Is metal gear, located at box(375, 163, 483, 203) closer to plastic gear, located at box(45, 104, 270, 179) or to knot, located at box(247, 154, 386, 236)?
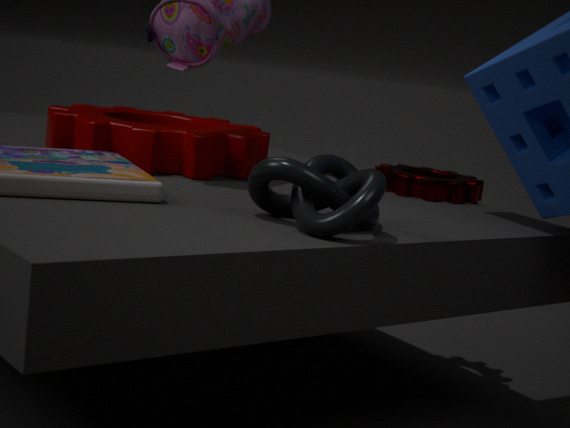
plastic gear, located at box(45, 104, 270, 179)
